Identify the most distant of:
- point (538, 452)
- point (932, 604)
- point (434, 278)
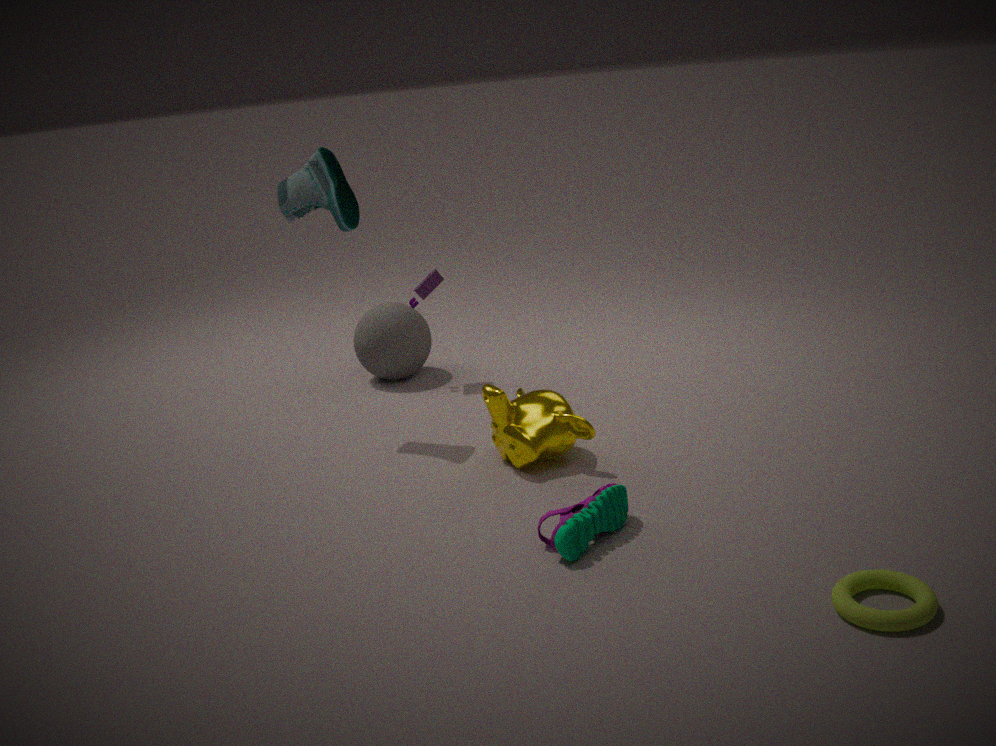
point (434, 278)
